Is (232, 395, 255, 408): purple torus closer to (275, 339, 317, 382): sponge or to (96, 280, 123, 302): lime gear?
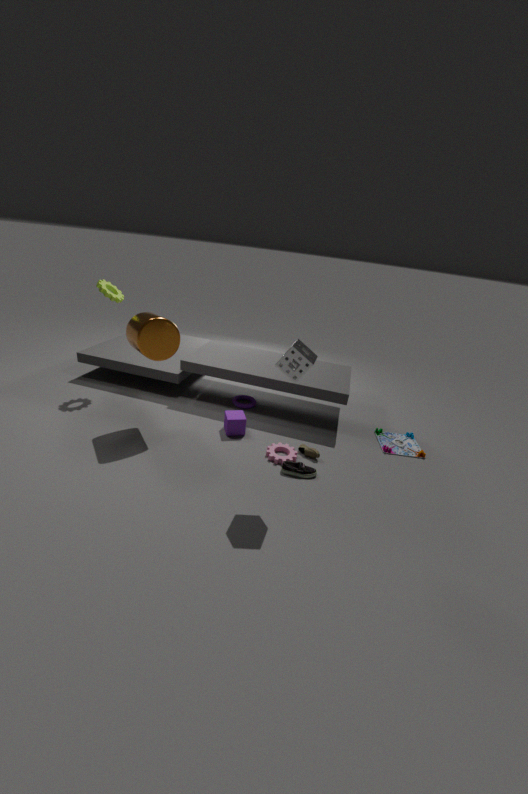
(275, 339, 317, 382): sponge
